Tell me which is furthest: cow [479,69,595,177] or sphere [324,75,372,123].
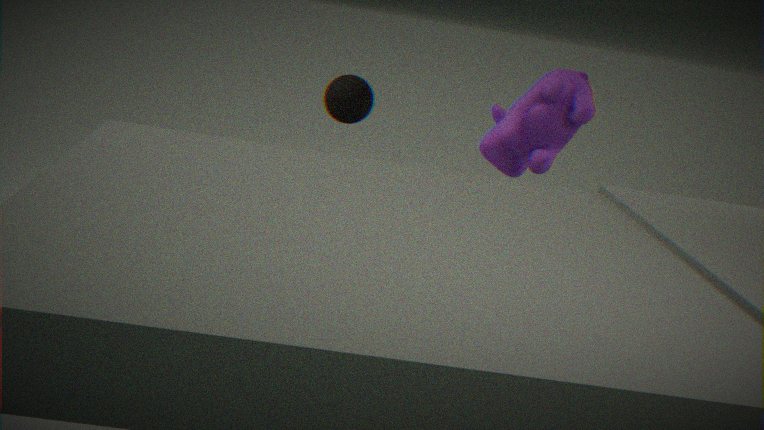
sphere [324,75,372,123]
